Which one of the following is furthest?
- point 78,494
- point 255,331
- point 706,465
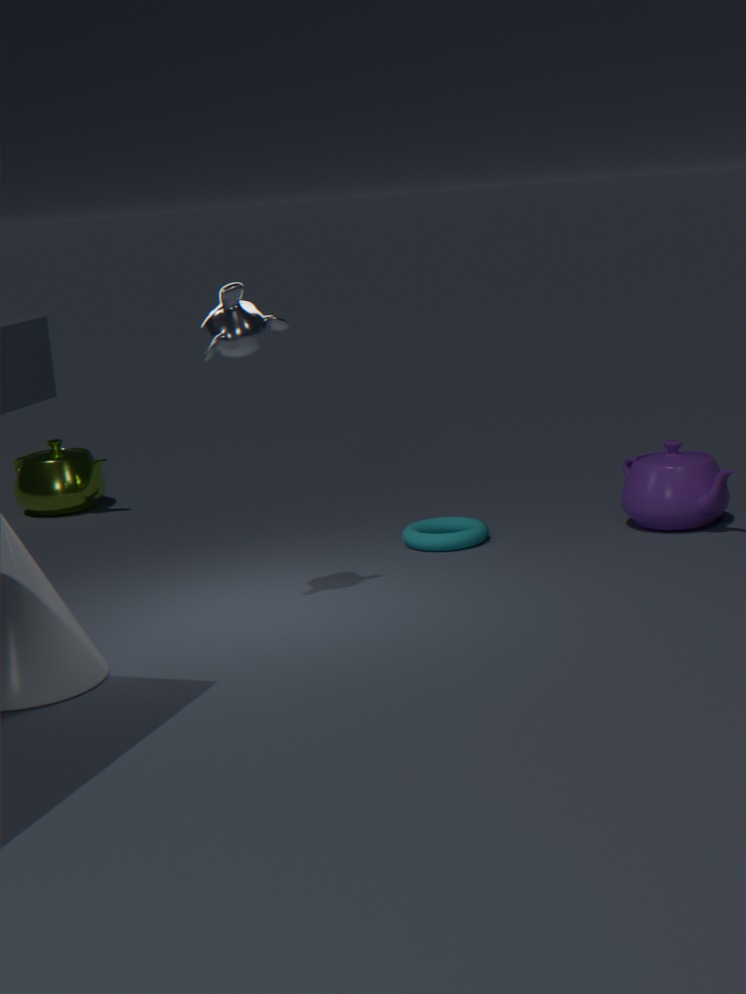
point 78,494
